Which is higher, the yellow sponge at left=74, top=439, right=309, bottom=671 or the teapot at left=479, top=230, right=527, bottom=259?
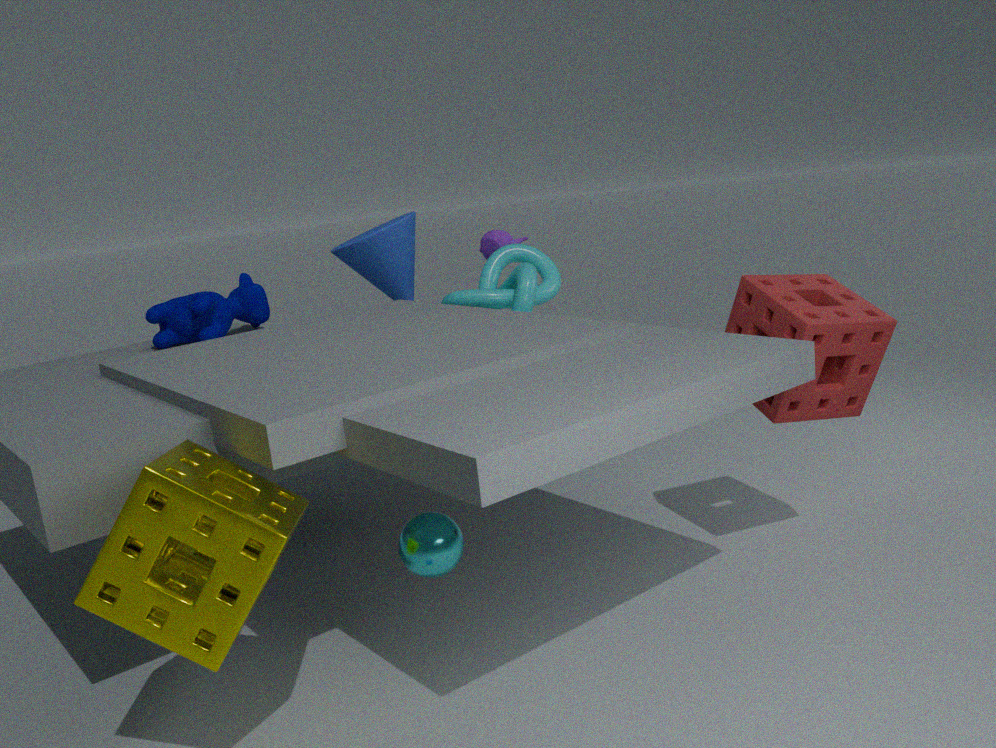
the teapot at left=479, top=230, right=527, bottom=259
